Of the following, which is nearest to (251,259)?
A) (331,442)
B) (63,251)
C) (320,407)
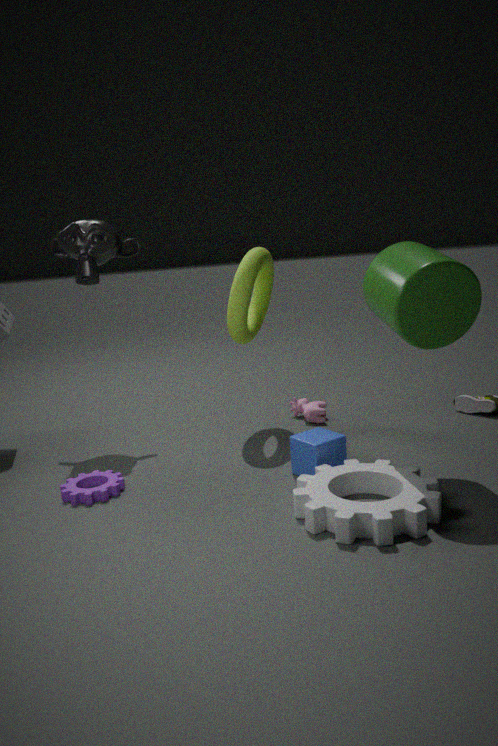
(320,407)
